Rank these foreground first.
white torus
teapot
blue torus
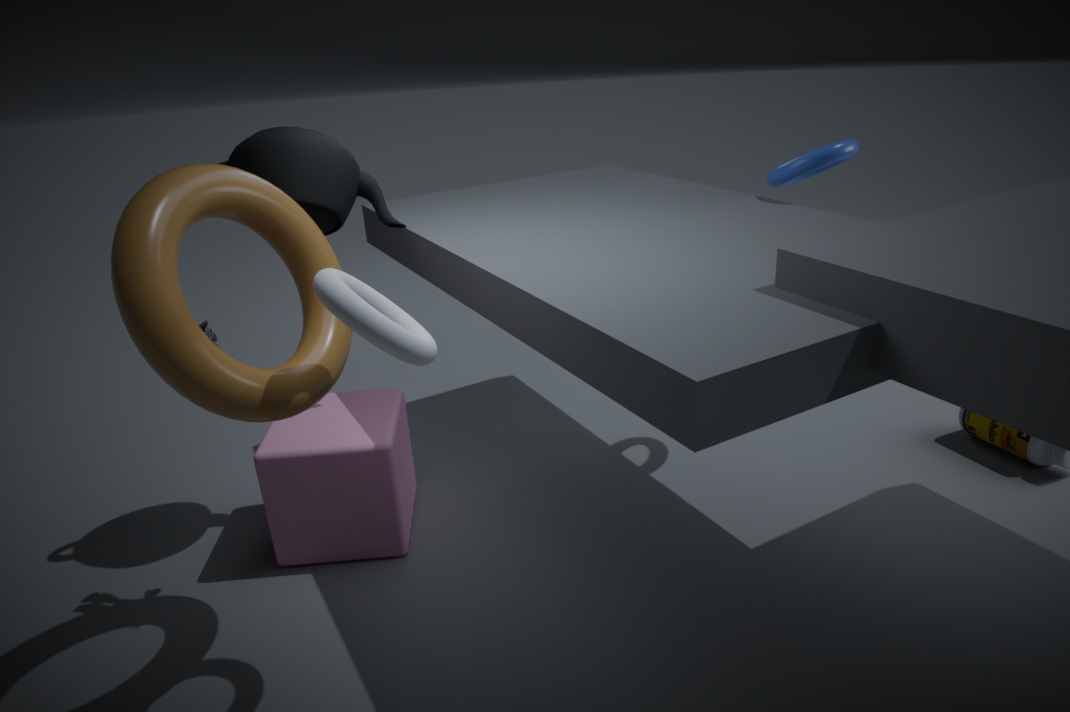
white torus < teapot < blue torus
